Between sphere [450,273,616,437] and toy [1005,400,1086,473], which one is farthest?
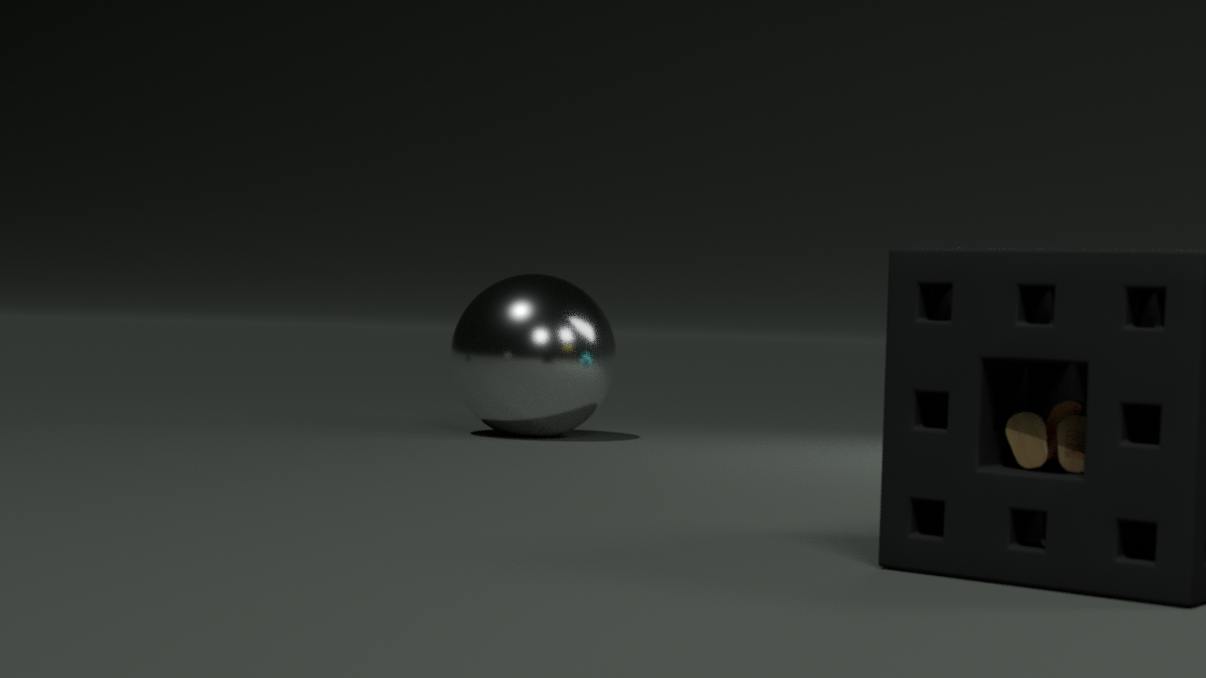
sphere [450,273,616,437]
